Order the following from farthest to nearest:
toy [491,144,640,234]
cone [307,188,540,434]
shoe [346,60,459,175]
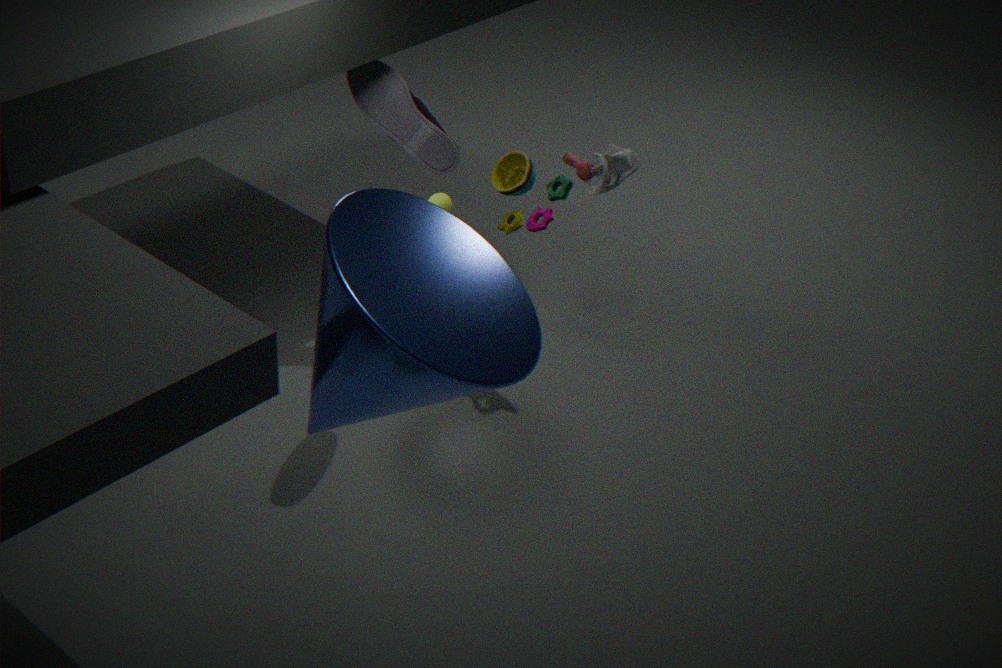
shoe [346,60,459,175], toy [491,144,640,234], cone [307,188,540,434]
